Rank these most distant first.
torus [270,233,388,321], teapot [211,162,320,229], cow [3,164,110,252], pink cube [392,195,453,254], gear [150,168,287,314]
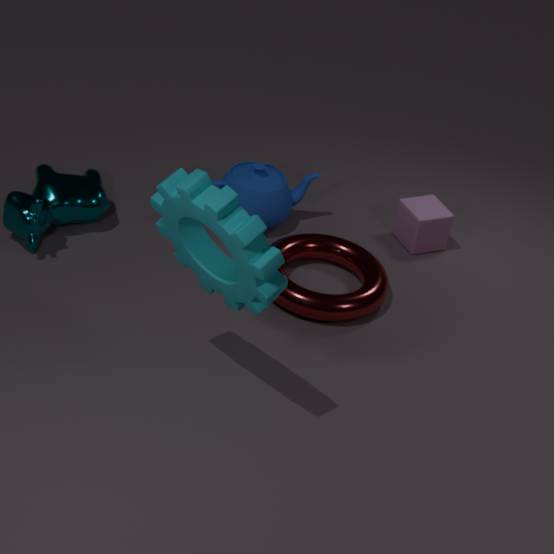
pink cube [392,195,453,254] < teapot [211,162,320,229] < cow [3,164,110,252] < torus [270,233,388,321] < gear [150,168,287,314]
